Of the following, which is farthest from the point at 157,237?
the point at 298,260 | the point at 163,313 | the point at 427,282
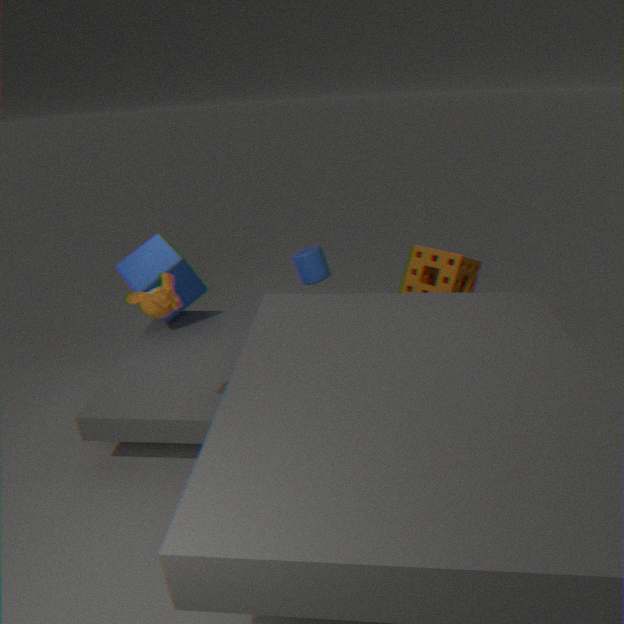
the point at 427,282
